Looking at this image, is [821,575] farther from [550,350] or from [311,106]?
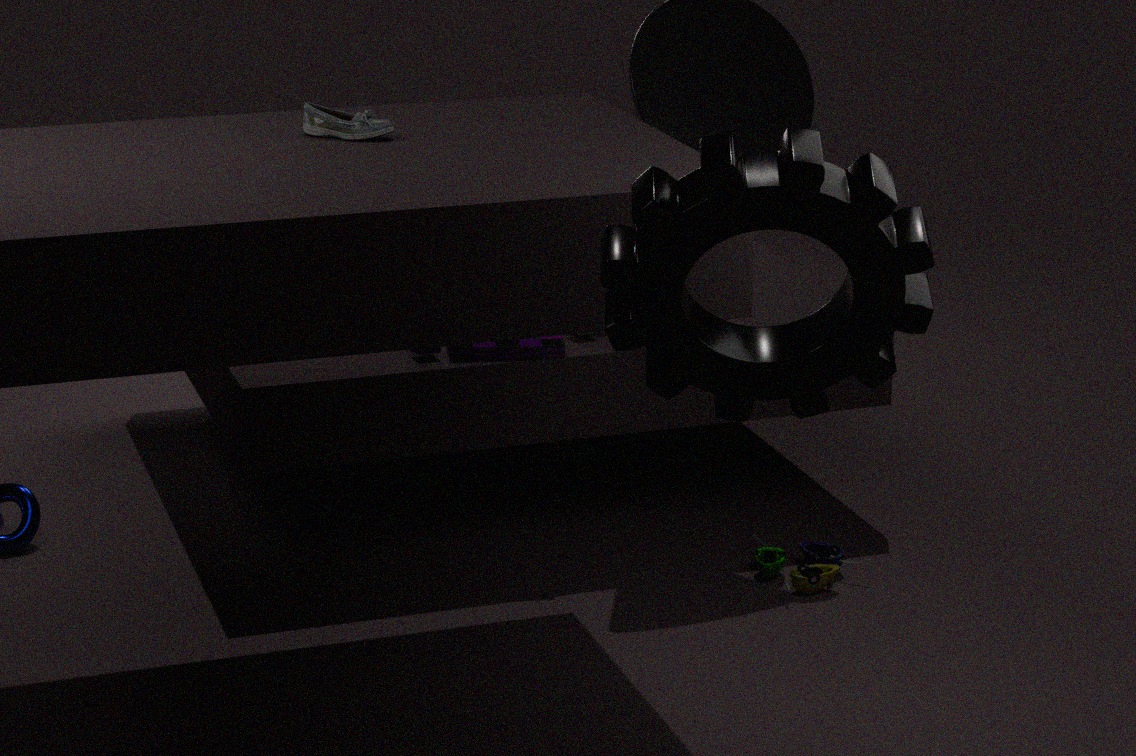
[311,106]
